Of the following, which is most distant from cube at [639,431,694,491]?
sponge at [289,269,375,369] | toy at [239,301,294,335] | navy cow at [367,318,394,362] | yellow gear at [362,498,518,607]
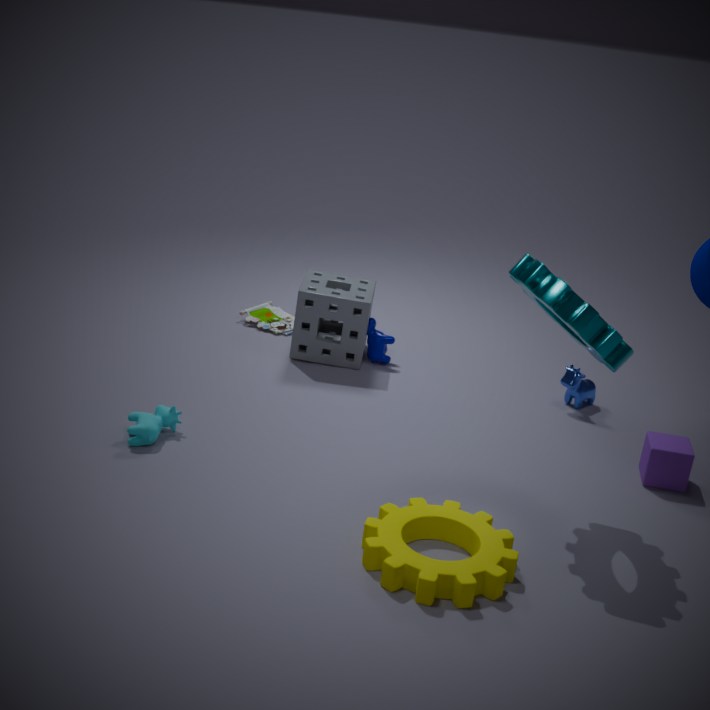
toy at [239,301,294,335]
